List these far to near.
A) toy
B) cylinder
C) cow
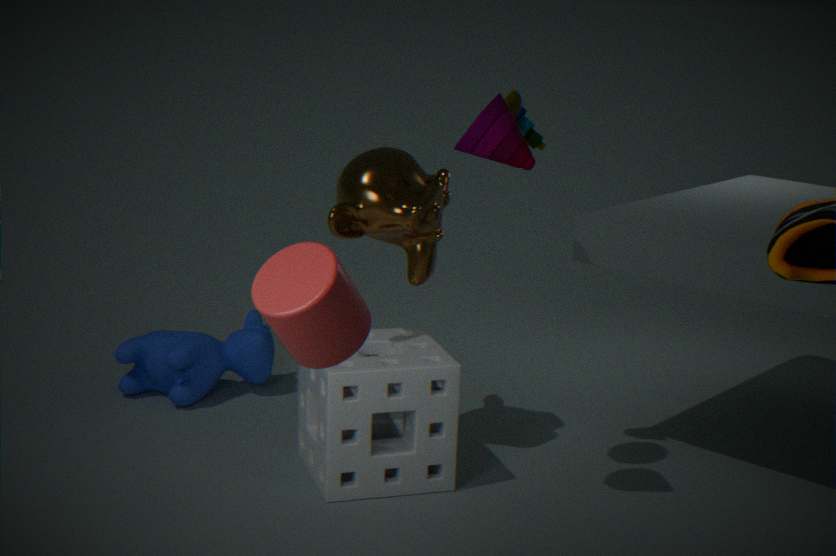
cow, toy, cylinder
